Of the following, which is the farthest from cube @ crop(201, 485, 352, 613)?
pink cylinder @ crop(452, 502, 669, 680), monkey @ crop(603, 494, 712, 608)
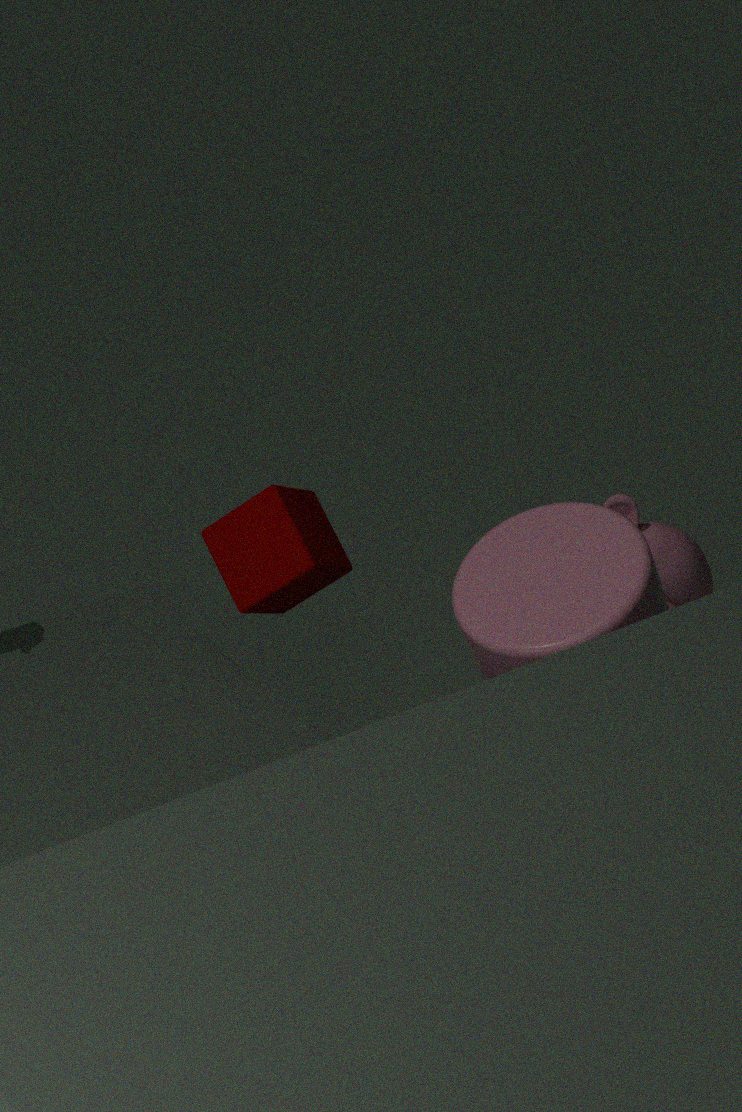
monkey @ crop(603, 494, 712, 608)
